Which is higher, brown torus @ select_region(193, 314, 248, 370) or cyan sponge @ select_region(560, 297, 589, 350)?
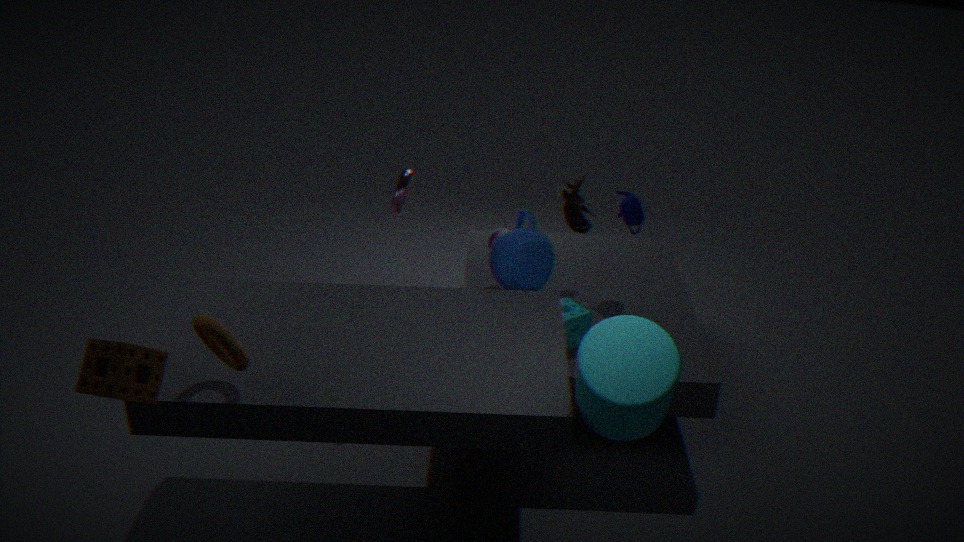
brown torus @ select_region(193, 314, 248, 370)
